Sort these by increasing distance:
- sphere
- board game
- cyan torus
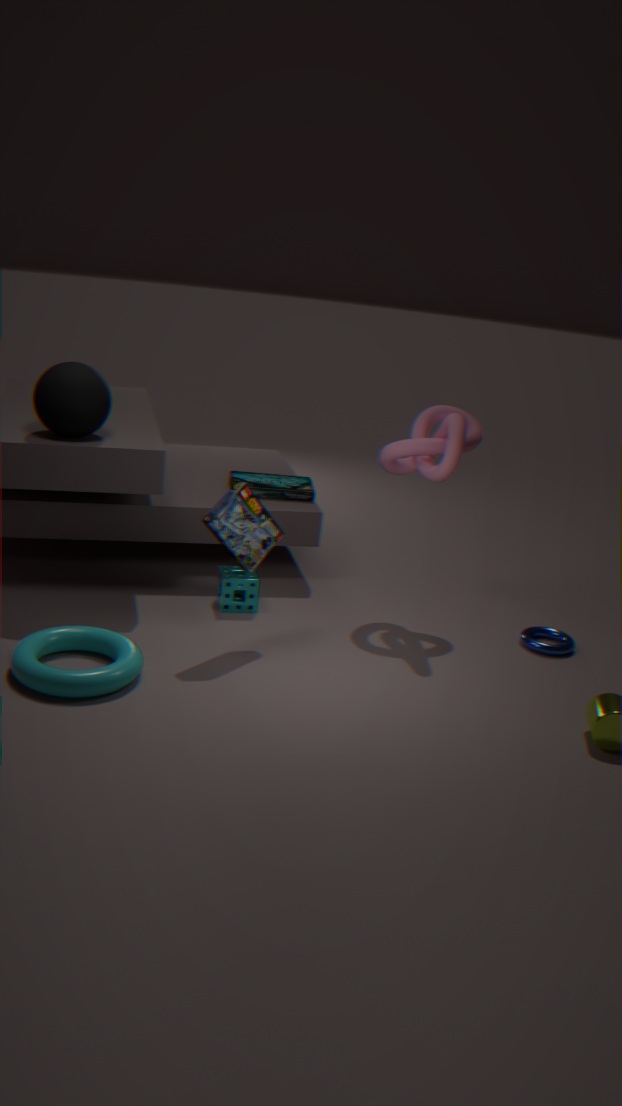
cyan torus
sphere
board game
